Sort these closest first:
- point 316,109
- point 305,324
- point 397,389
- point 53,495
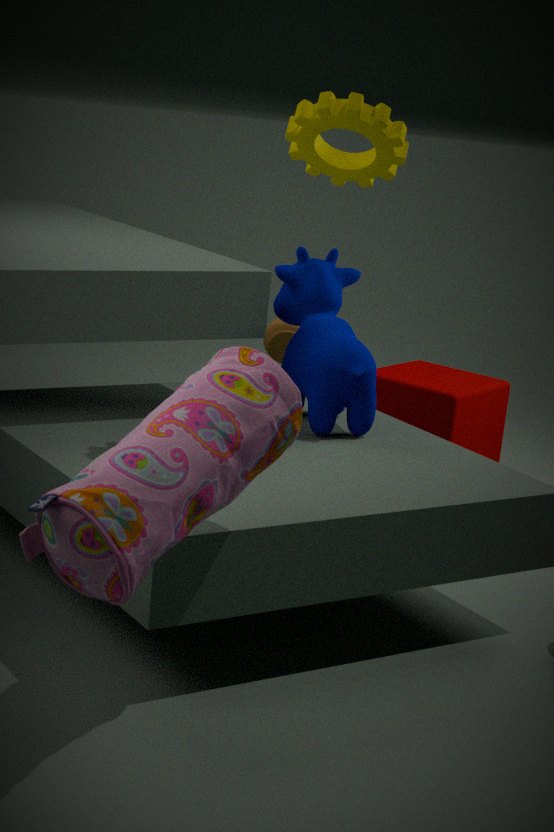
point 53,495 → point 316,109 → point 305,324 → point 397,389
